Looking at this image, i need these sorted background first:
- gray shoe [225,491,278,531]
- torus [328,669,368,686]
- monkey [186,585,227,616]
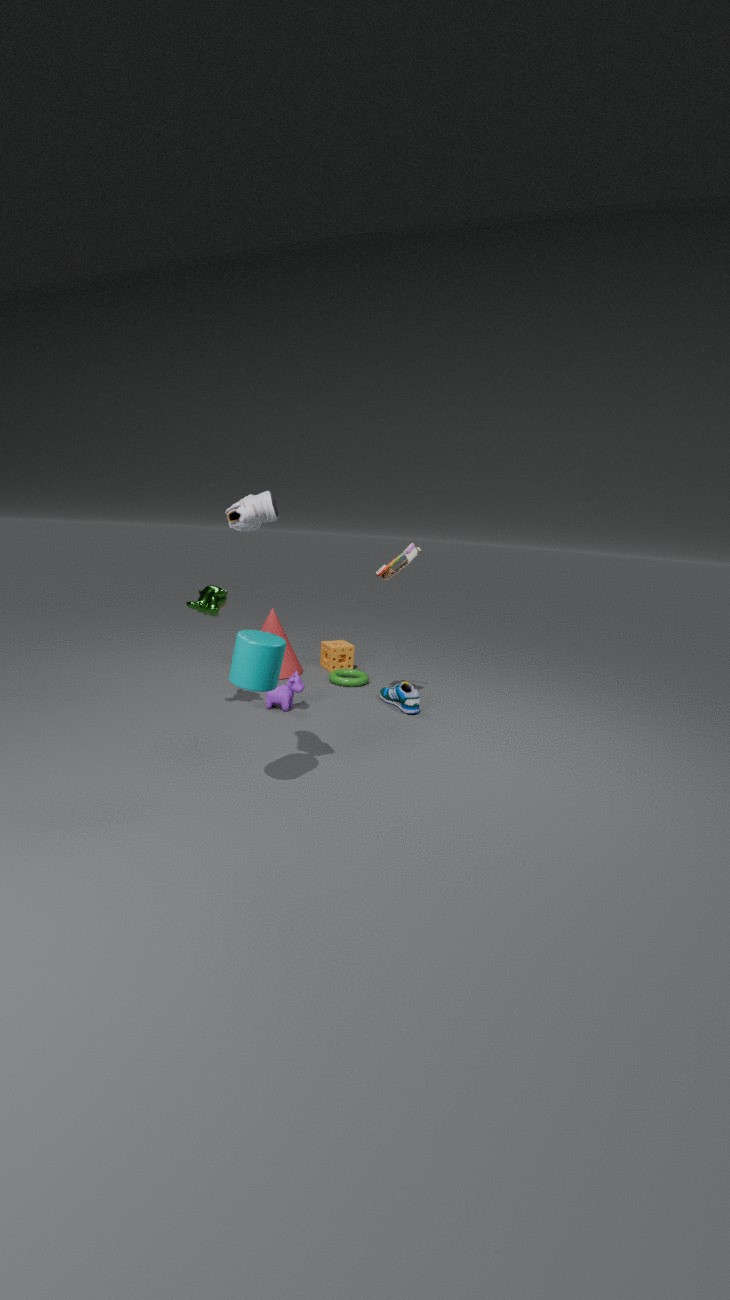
1. torus [328,669,368,686]
2. monkey [186,585,227,616]
3. gray shoe [225,491,278,531]
